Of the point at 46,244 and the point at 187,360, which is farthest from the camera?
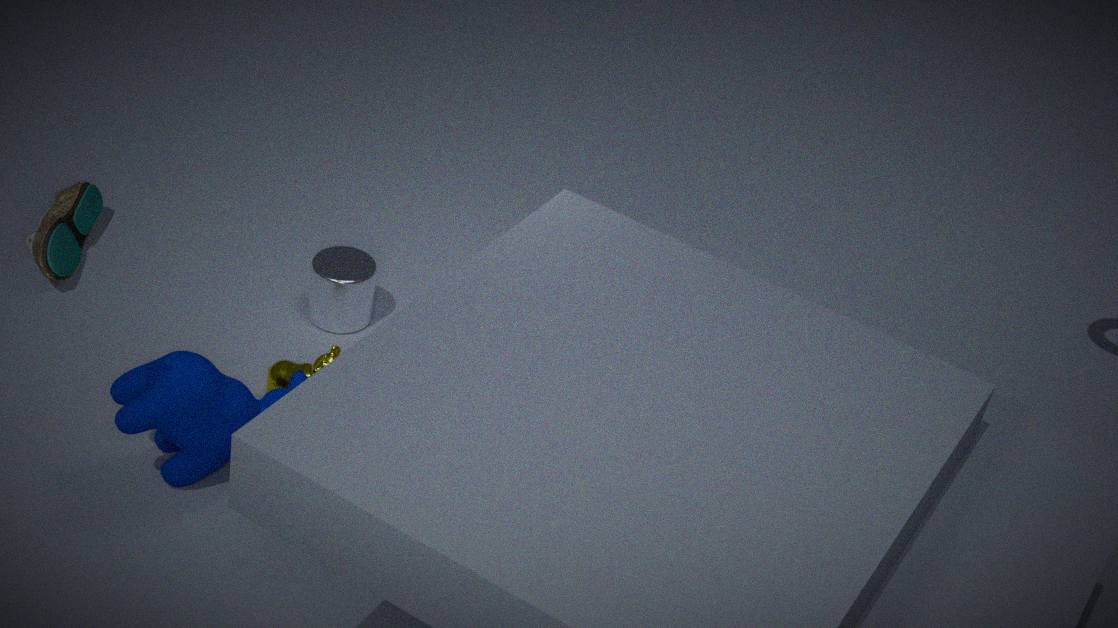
the point at 46,244
